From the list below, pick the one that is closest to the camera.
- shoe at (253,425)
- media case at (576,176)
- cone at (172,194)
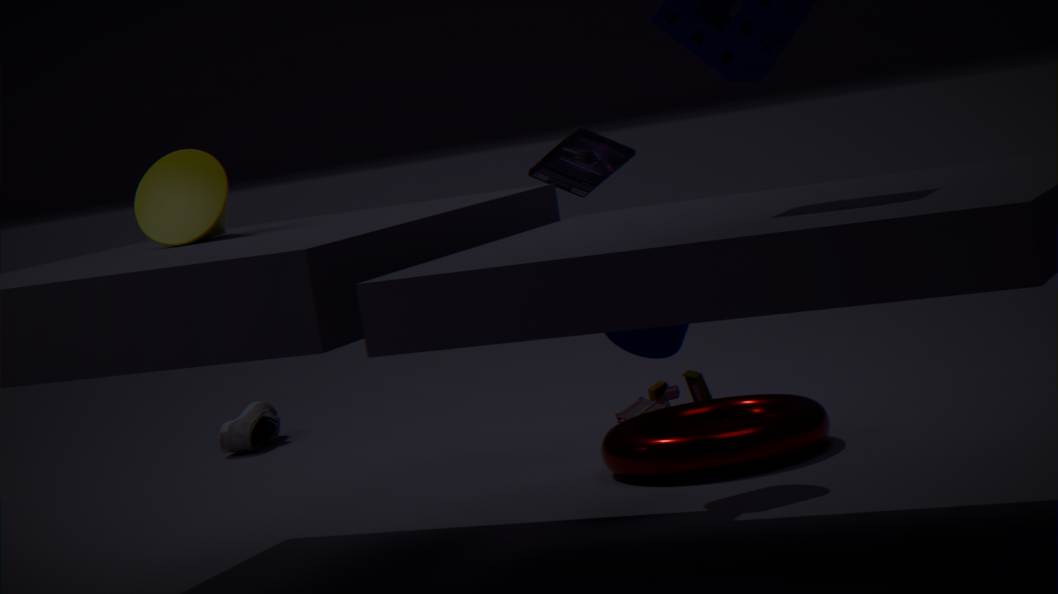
cone at (172,194)
